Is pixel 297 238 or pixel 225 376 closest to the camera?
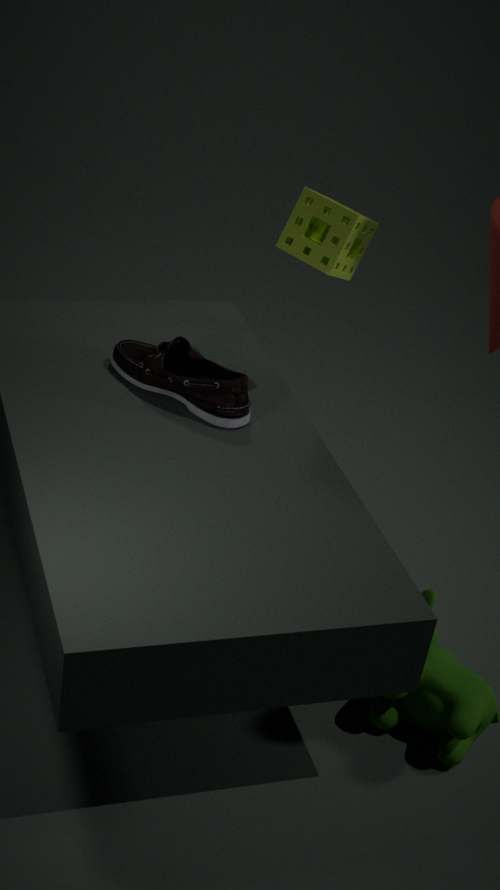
pixel 297 238
